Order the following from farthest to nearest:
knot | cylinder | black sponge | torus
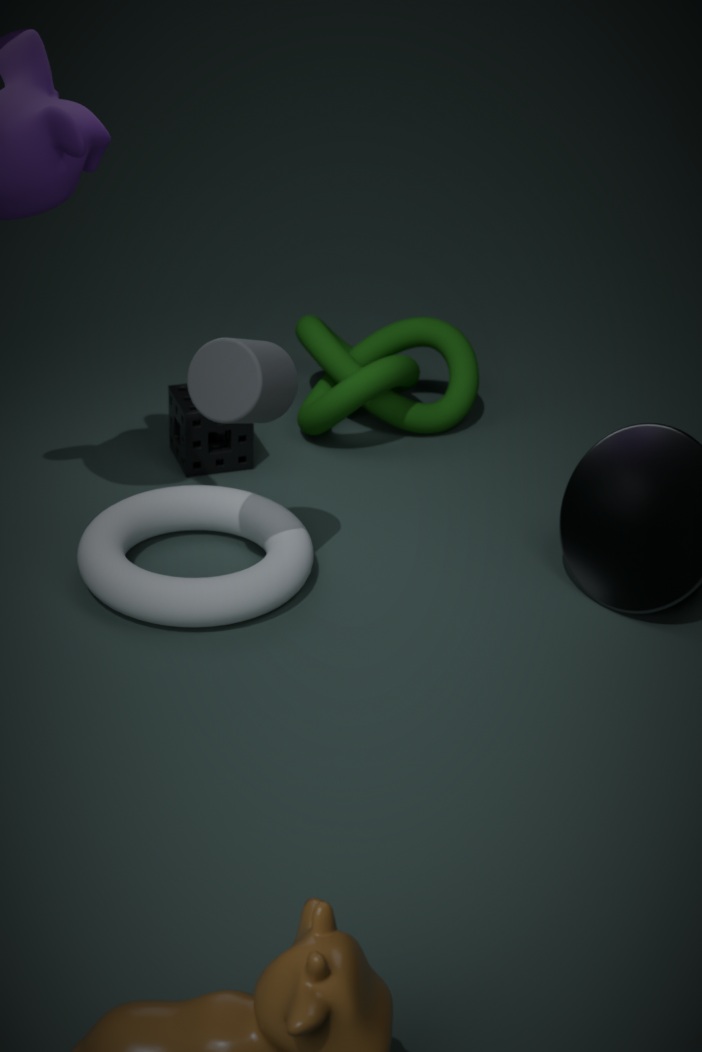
knot, black sponge, torus, cylinder
